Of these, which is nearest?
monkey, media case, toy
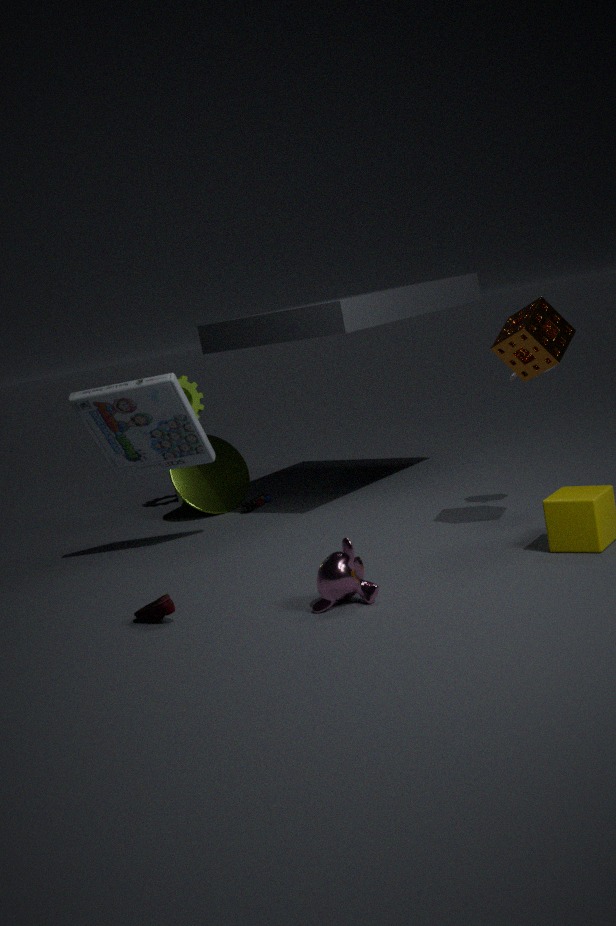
monkey
